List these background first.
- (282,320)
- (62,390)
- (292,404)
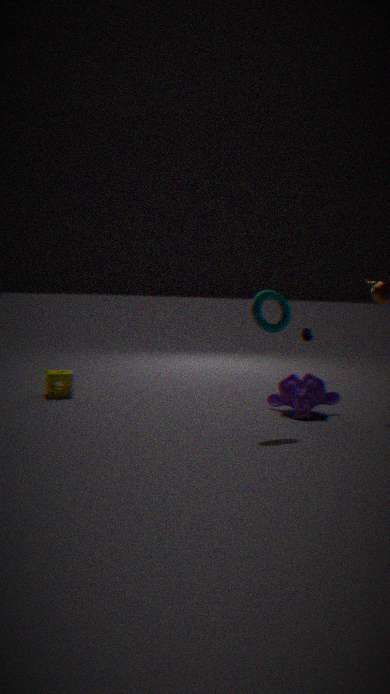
1. (62,390)
2. (292,404)
3. (282,320)
